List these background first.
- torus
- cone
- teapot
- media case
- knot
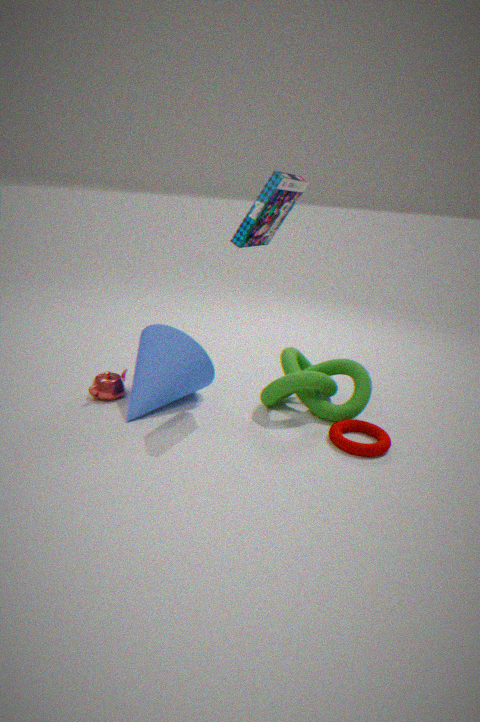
1. teapot
2. knot
3. cone
4. torus
5. media case
